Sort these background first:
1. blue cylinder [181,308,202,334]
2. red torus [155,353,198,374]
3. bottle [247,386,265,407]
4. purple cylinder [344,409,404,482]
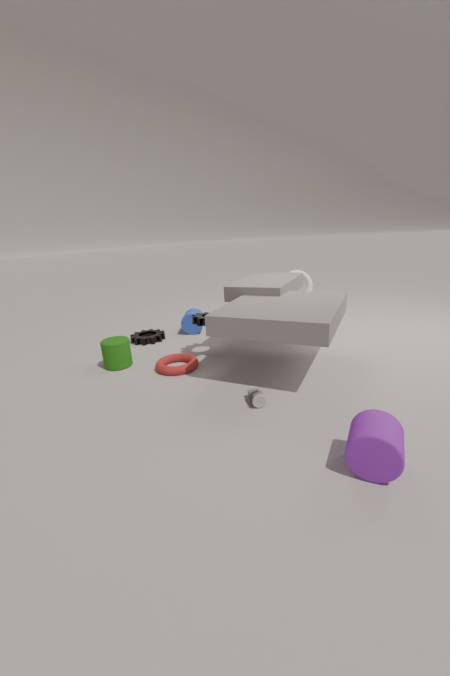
blue cylinder [181,308,202,334] → red torus [155,353,198,374] → bottle [247,386,265,407] → purple cylinder [344,409,404,482]
